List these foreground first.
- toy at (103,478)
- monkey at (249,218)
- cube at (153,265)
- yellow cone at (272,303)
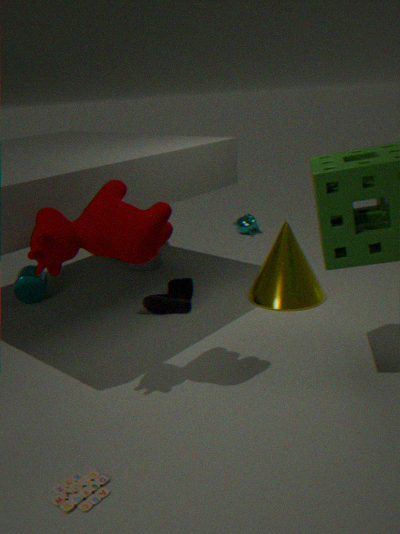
toy at (103,478), yellow cone at (272,303), cube at (153,265), monkey at (249,218)
